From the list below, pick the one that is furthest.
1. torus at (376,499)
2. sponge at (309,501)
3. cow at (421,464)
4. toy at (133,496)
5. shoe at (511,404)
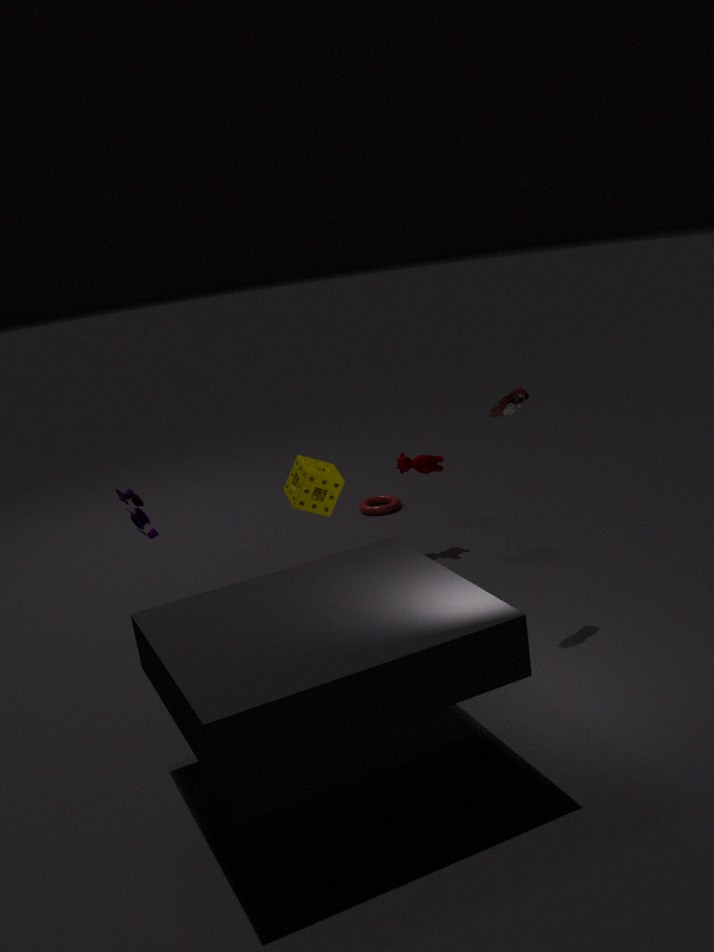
torus at (376,499)
